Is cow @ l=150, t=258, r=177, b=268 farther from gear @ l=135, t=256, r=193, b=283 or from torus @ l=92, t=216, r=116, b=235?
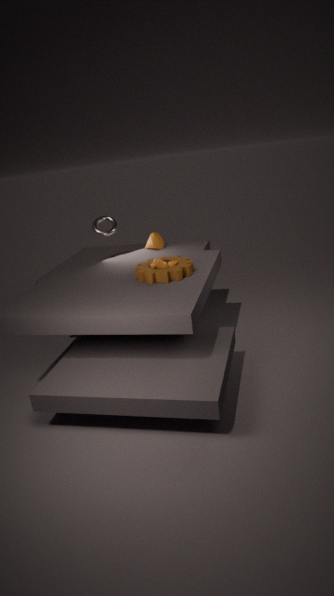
torus @ l=92, t=216, r=116, b=235
